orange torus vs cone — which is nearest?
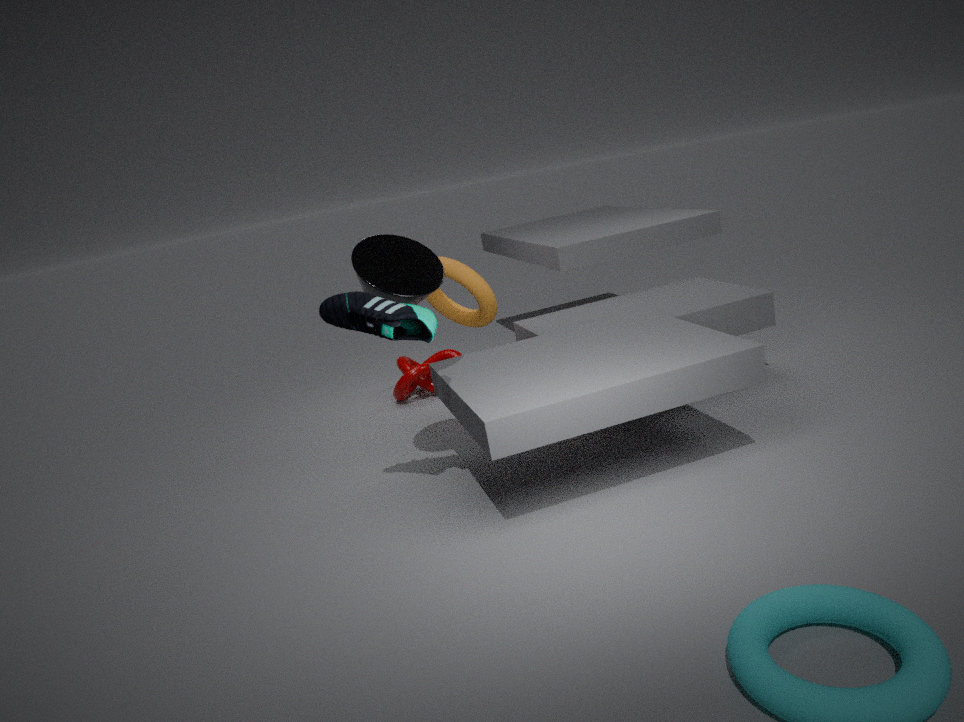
cone
